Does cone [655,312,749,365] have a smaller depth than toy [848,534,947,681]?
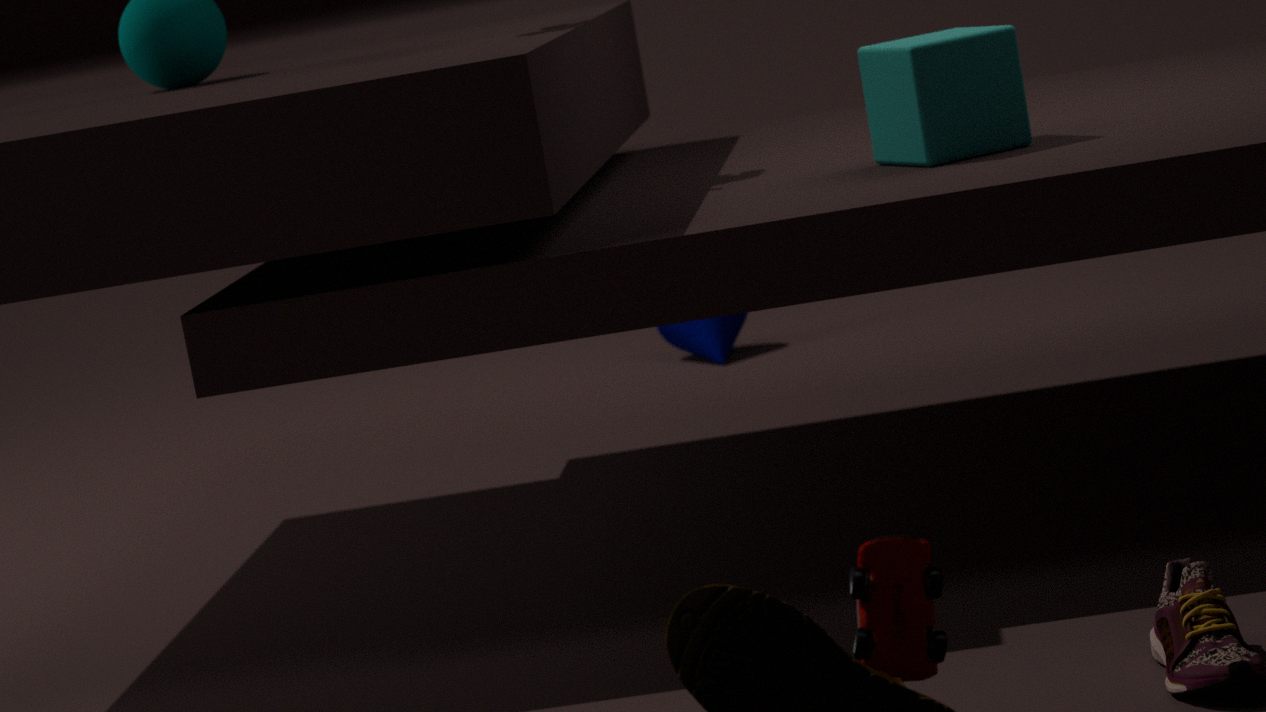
No
